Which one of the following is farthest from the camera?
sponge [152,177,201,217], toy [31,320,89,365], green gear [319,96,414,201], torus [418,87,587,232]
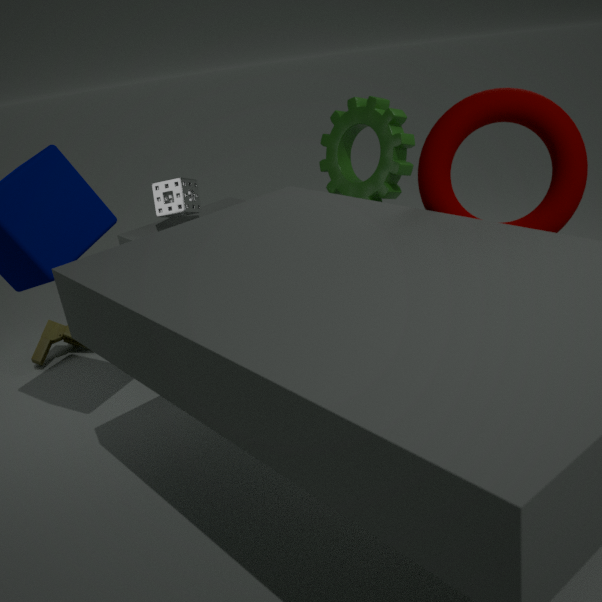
sponge [152,177,201,217]
